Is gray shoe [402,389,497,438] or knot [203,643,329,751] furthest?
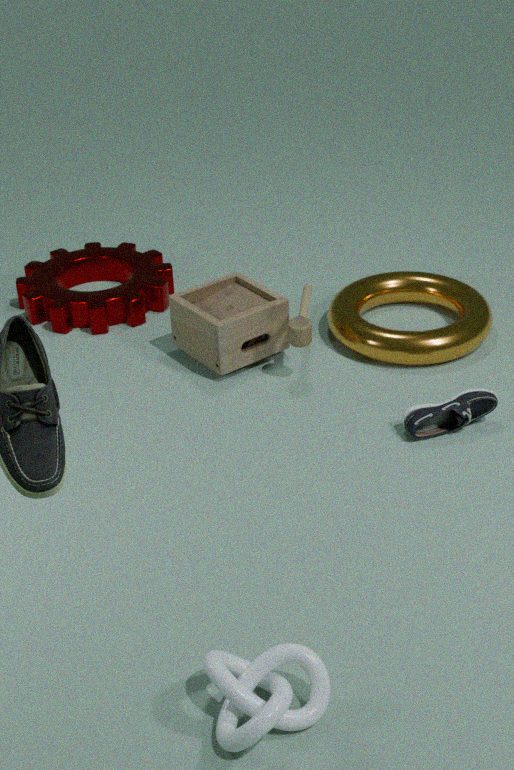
gray shoe [402,389,497,438]
